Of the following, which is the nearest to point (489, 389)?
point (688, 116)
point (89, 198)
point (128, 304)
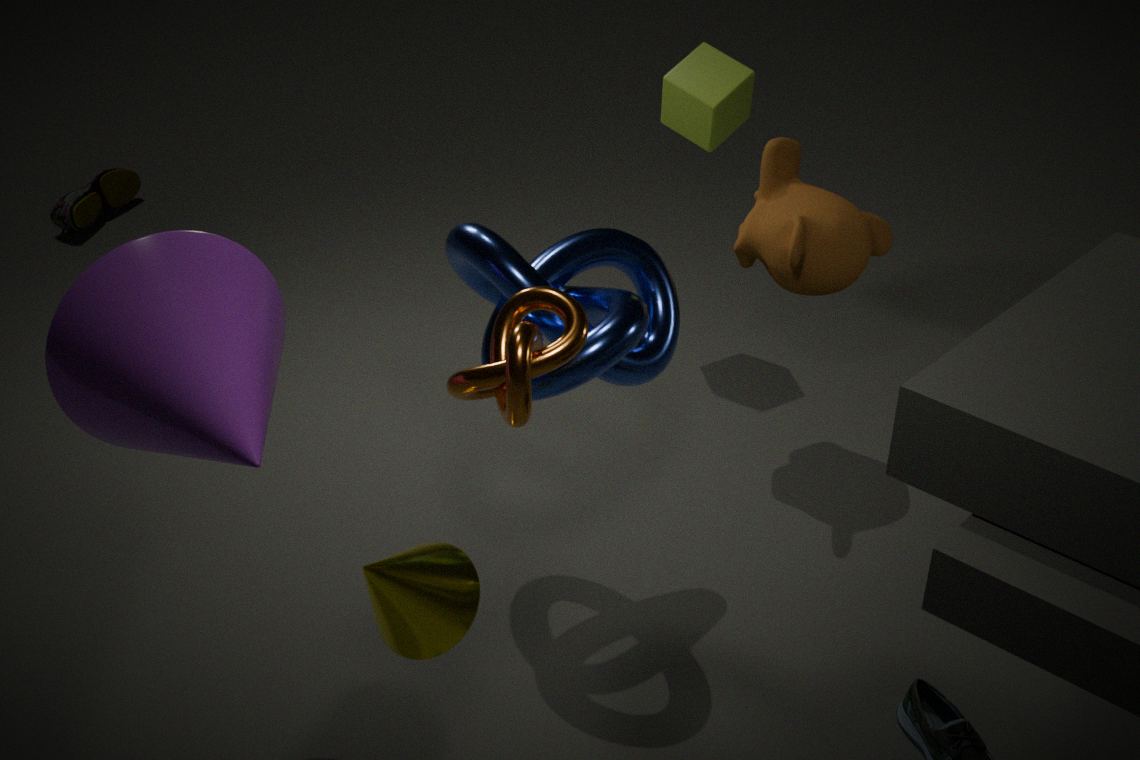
point (128, 304)
